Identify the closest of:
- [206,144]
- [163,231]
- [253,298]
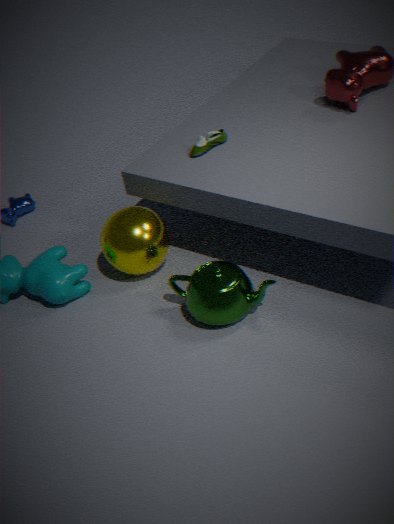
[253,298]
